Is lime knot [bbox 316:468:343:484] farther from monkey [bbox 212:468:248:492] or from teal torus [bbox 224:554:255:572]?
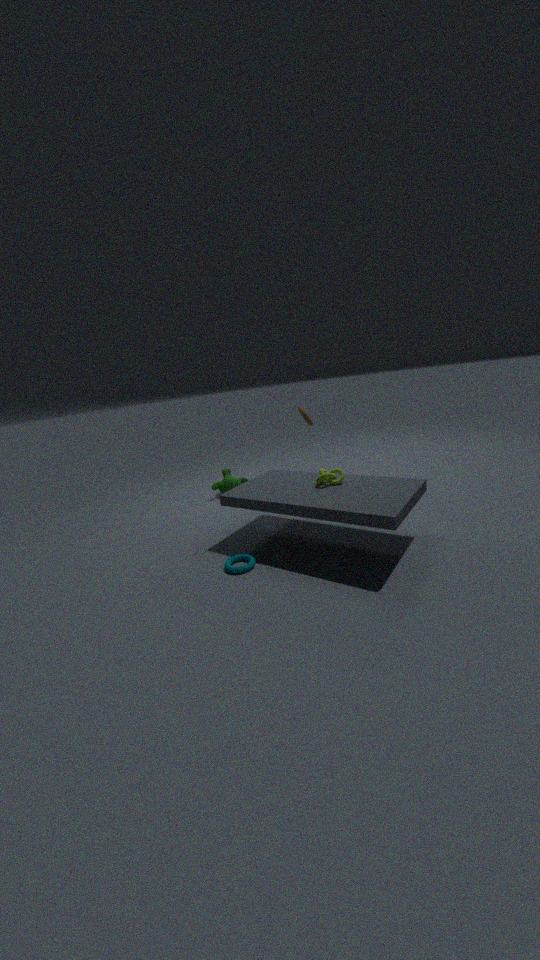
monkey [bbox 212:468:248:492]
